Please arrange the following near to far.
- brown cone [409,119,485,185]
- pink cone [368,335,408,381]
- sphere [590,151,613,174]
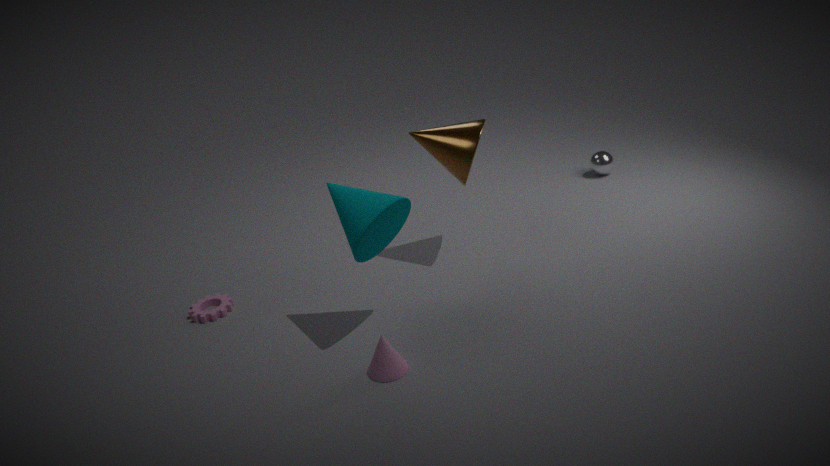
pink cone [368,335,408,381]
brown cone [409,119,485,185]
sphere [590,151,613,174]
